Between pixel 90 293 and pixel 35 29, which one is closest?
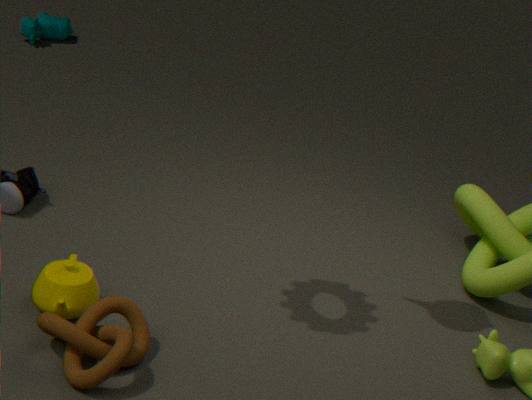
pixel 90 293
